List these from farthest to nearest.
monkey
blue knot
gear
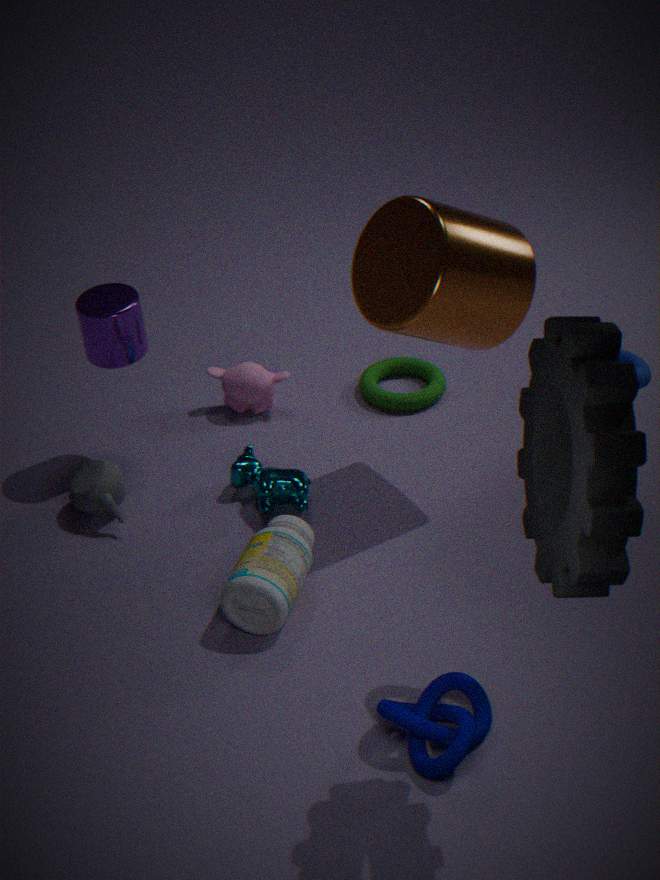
1. monkey
2. blue knot
3. gear
